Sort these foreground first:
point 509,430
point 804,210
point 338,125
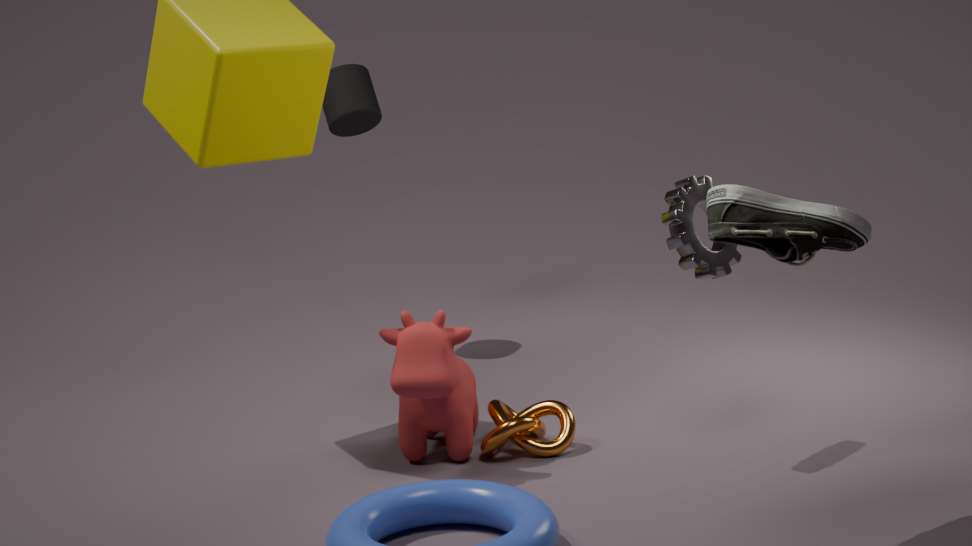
point 804,210 < point 509,430 < point 338,125
